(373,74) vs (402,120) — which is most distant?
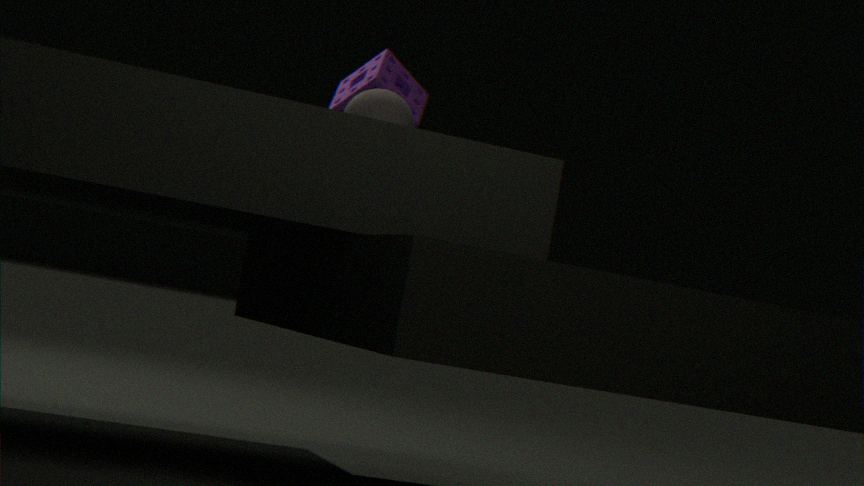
(373,74)
